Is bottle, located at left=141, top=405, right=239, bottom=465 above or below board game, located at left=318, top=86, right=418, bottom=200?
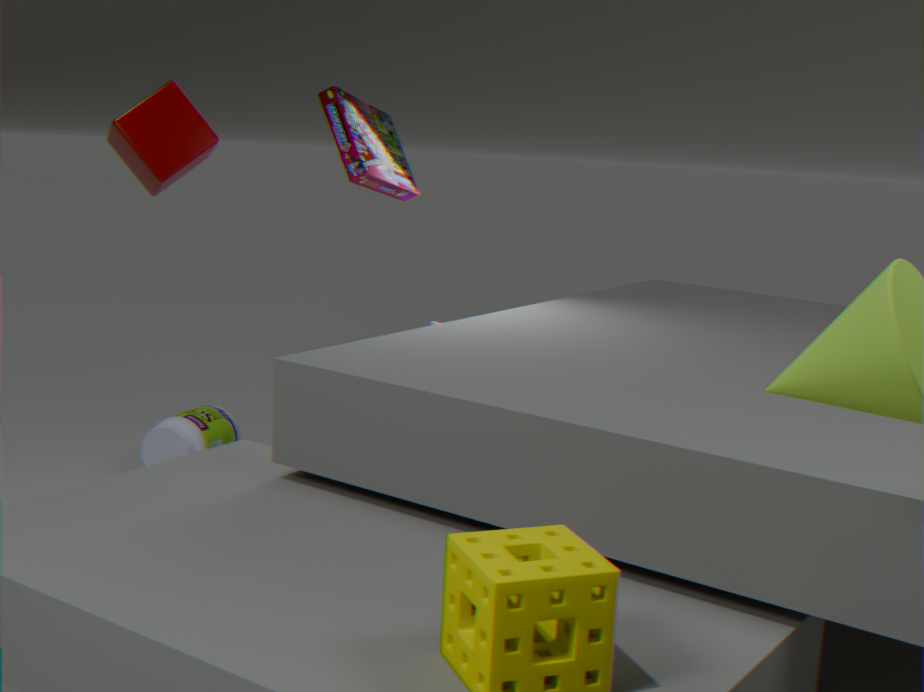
below
